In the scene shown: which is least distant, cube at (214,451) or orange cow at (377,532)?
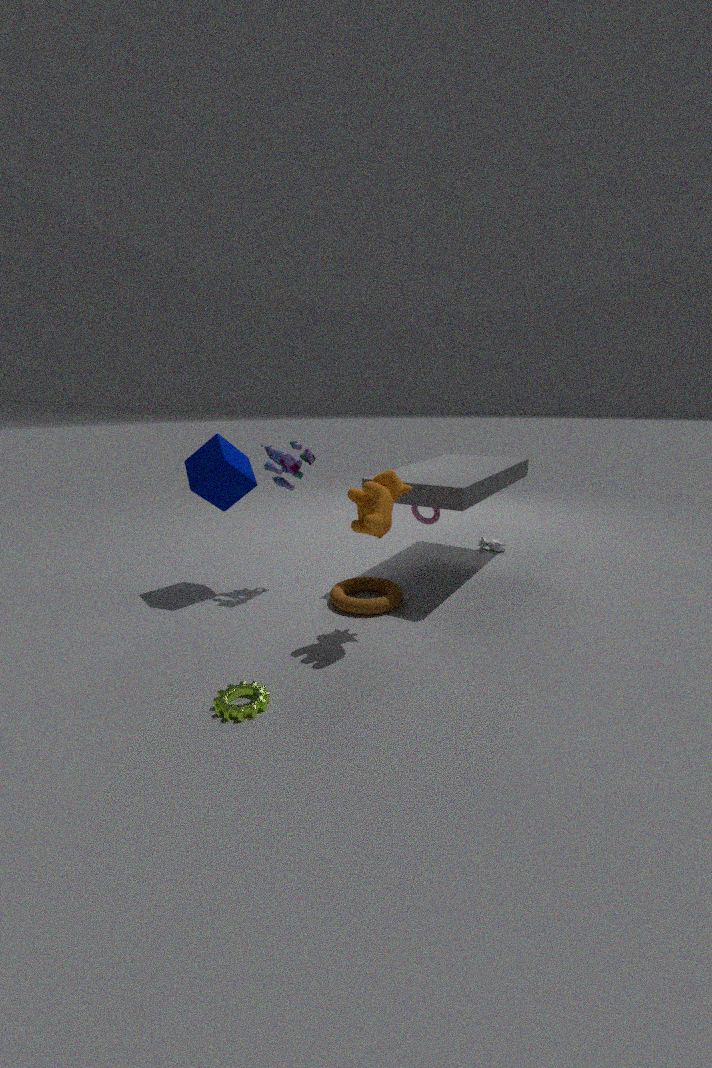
orange cow at (377,532)
